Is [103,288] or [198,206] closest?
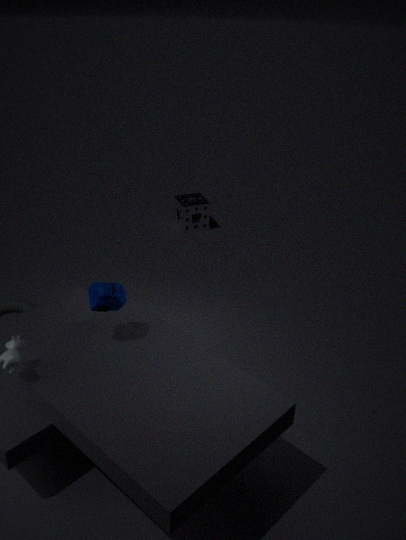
[103,288]
